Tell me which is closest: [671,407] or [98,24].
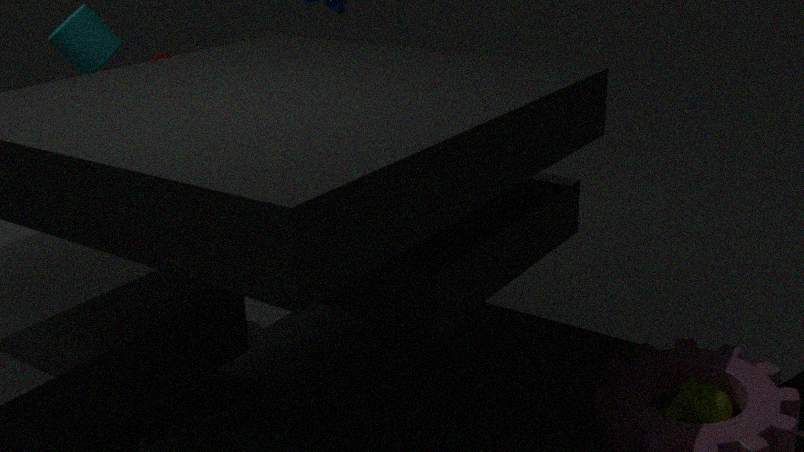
[671,407]
